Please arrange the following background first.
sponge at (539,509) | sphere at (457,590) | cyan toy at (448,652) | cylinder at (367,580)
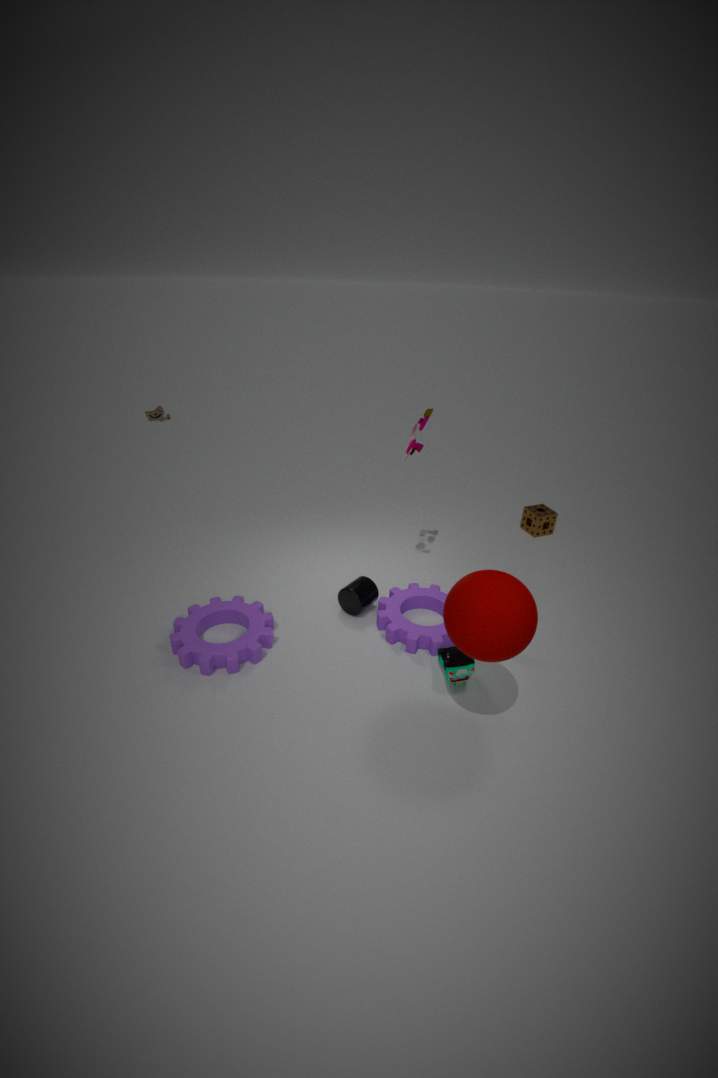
sponge at (539,509), cylinder at (367,580), cyan toy at (448,652), sphere at (457,590)
